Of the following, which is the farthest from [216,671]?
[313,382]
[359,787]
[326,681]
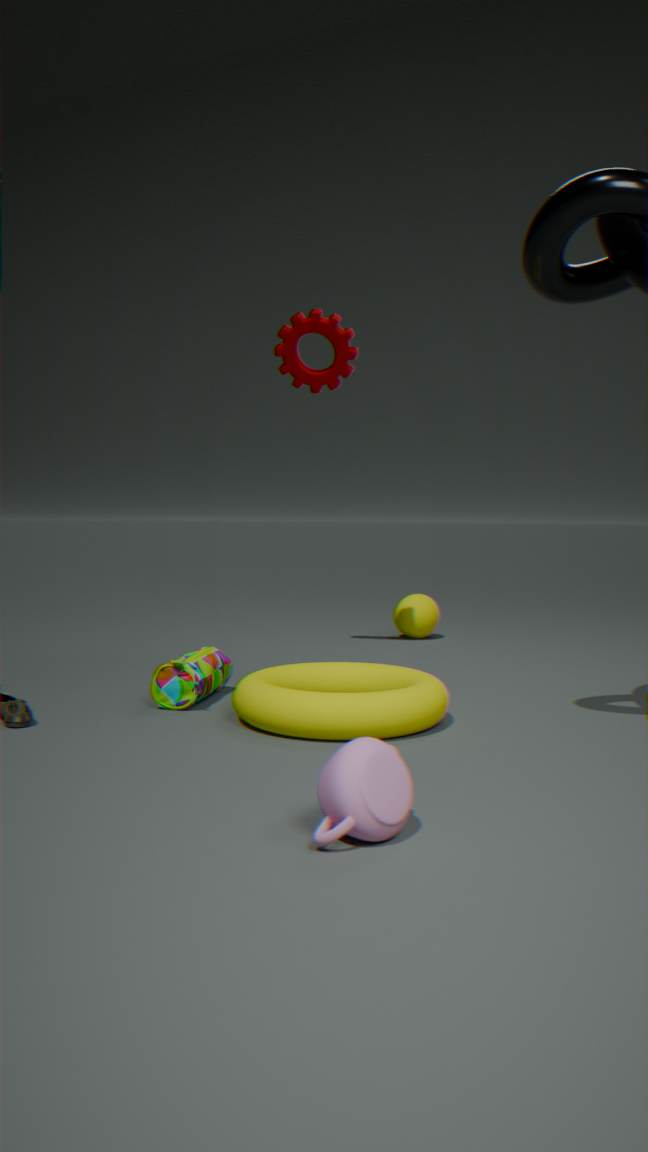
[313,382]
